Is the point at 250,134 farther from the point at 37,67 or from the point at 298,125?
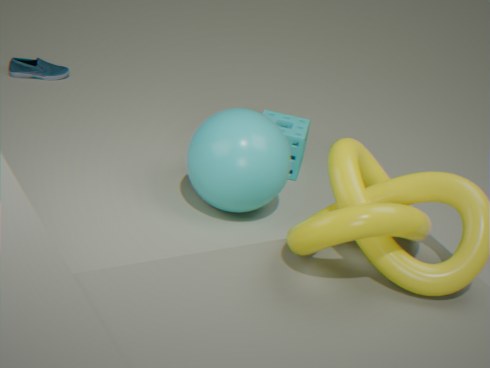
the point at 37,67
